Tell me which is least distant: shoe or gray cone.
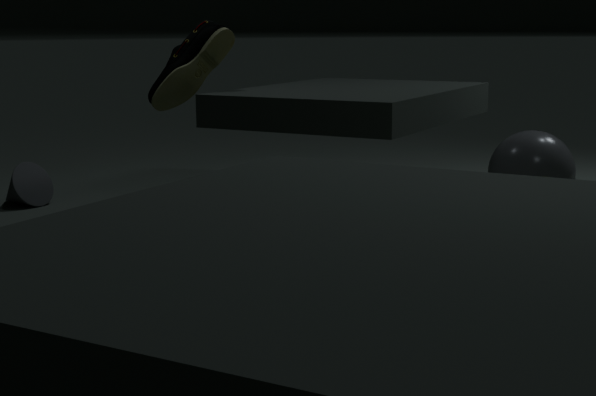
shoe
